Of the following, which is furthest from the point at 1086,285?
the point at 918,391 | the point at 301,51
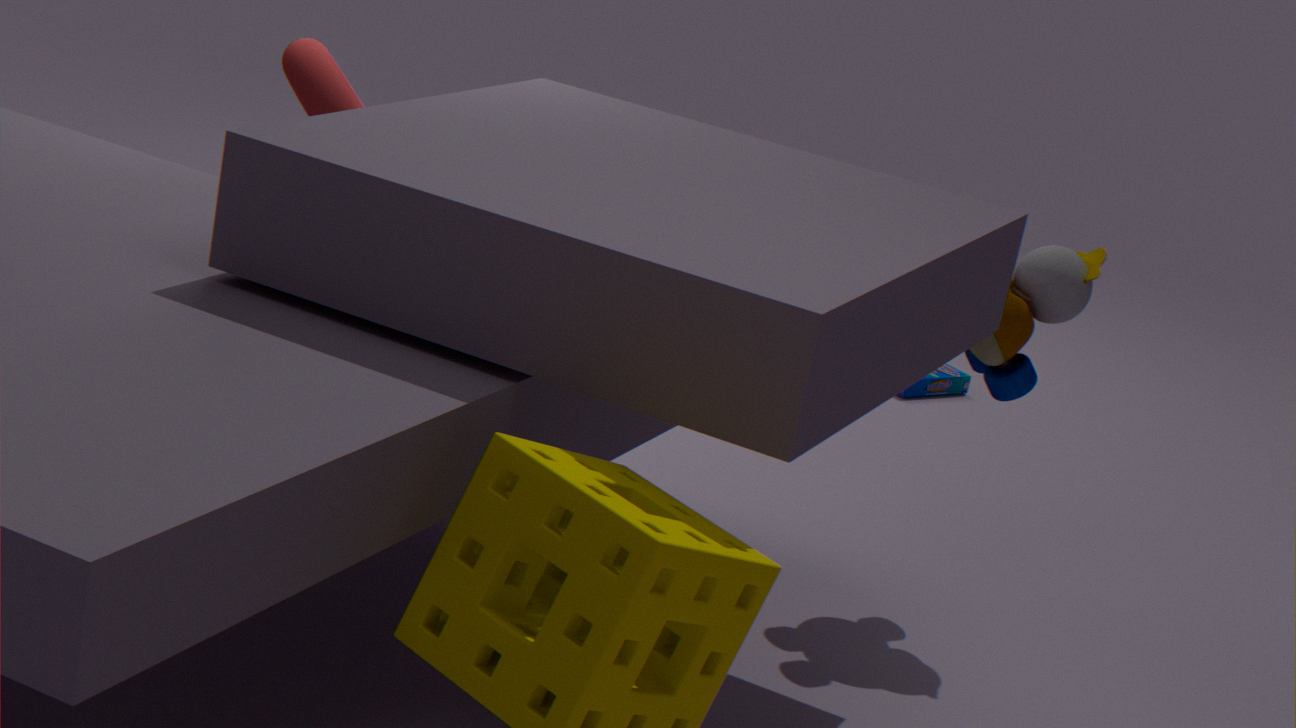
the point at 918,391
